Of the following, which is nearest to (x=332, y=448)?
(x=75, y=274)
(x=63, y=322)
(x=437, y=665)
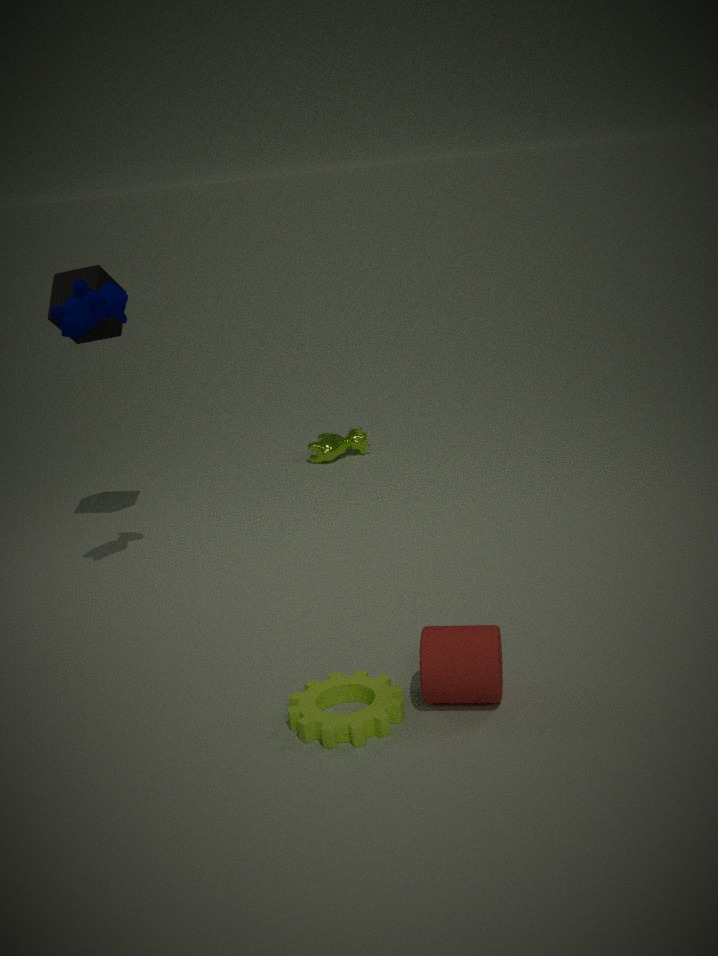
(x=75, y=274)
